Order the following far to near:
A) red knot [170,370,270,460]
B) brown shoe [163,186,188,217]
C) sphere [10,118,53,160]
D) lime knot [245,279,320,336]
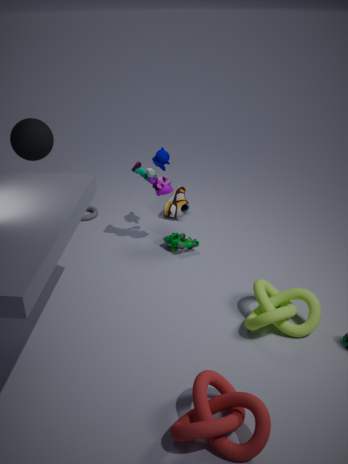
1. brown shoe [163,186,188,217]
2. sphere [10,118,53,160]
3. lime knot [245,279,320,336]
4. red knot [170,370,270,460]
